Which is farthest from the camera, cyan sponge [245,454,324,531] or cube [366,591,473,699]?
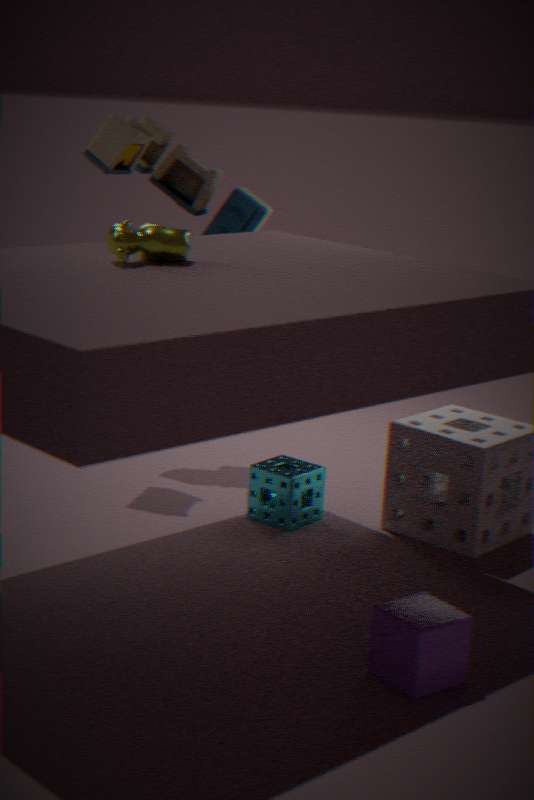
cyan sponge [245,454,324,531]
